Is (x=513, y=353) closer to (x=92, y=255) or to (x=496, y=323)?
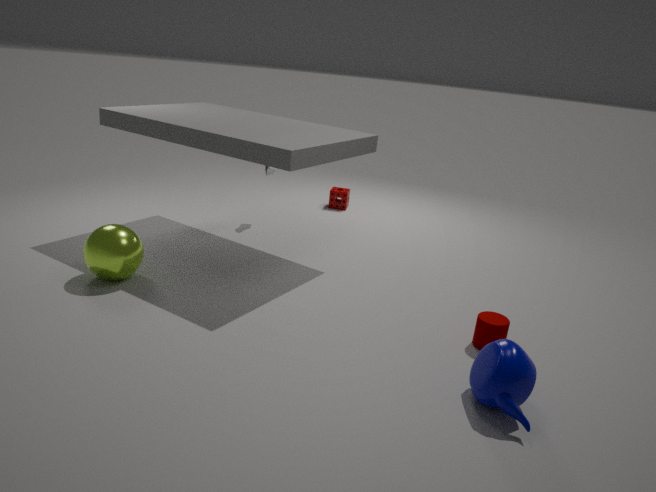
(x=496, y=323)
